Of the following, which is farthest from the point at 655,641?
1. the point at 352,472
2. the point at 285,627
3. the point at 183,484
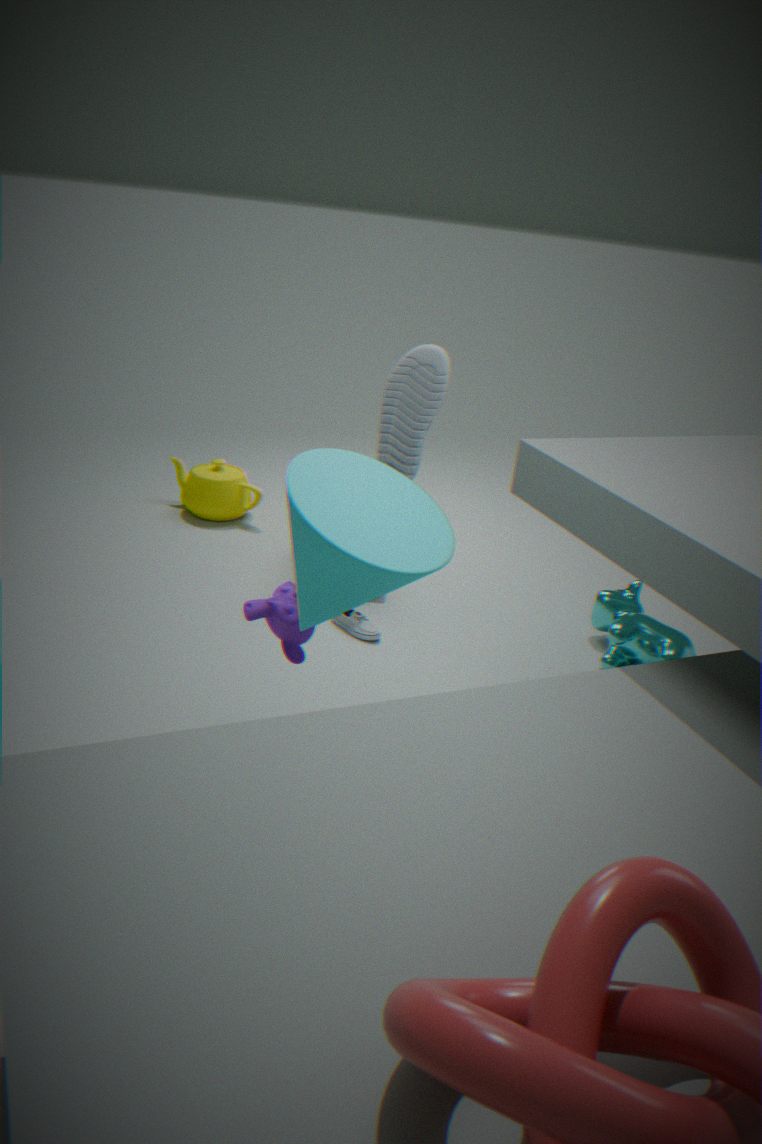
the point at 183,484
